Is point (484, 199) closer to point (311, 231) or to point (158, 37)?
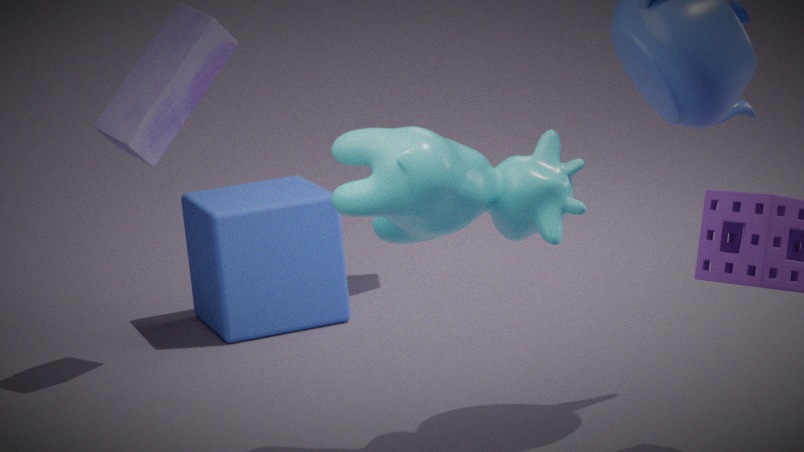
point (158, 37)
